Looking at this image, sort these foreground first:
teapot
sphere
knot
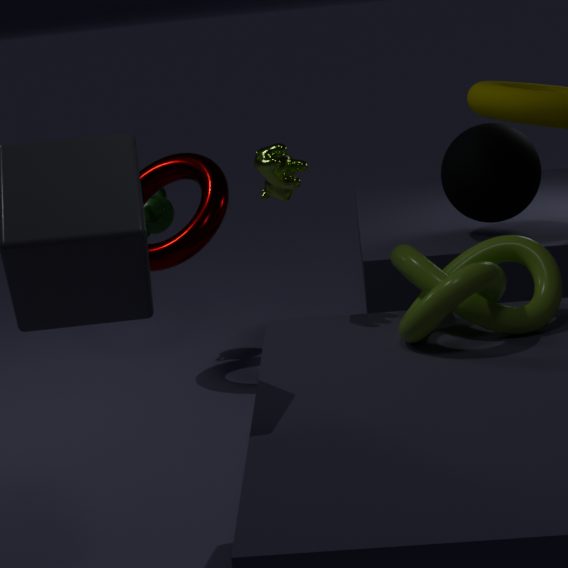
knot
sphere
teapot
